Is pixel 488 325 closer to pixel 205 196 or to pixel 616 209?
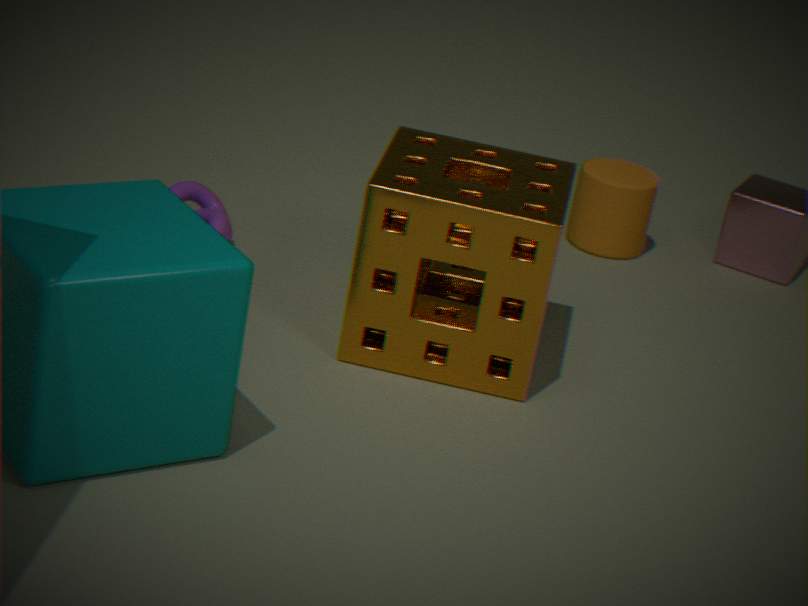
pixel 205 196
